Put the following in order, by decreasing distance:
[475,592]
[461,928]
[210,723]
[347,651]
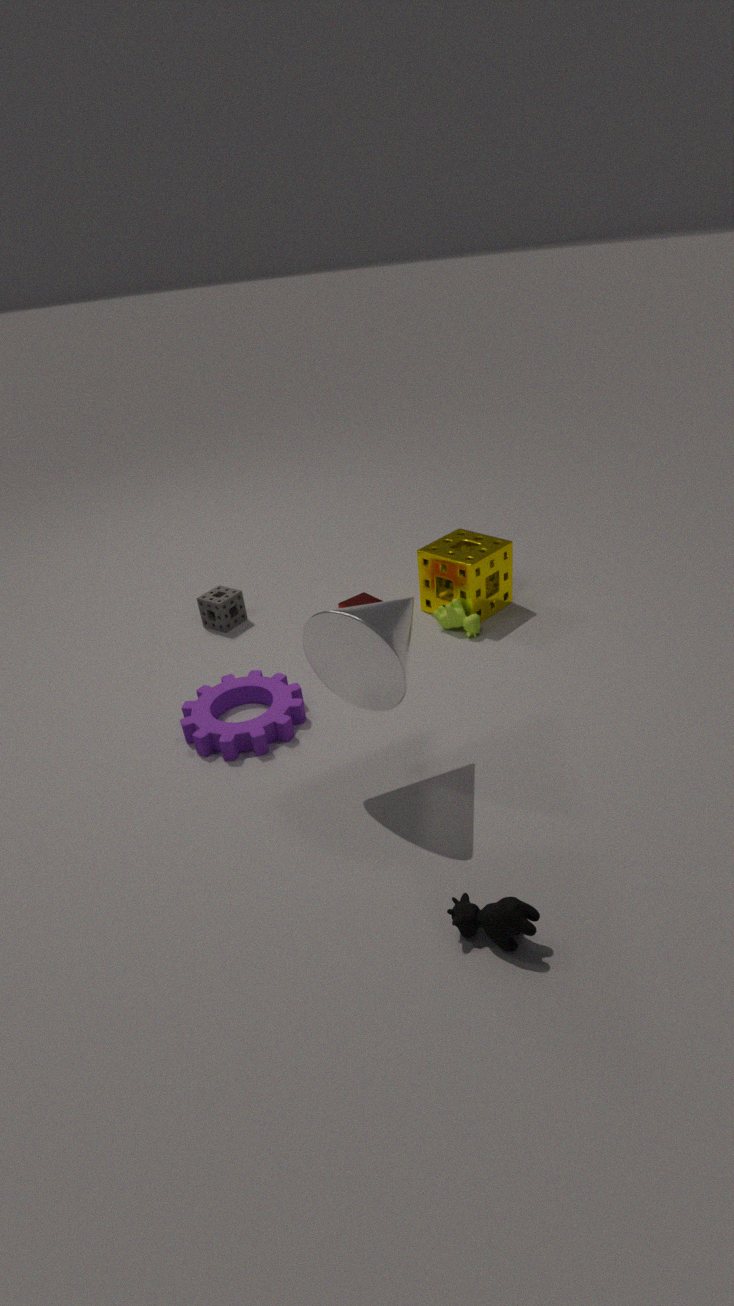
[475,592]
[210,723]
[347,651]
[461,928]
